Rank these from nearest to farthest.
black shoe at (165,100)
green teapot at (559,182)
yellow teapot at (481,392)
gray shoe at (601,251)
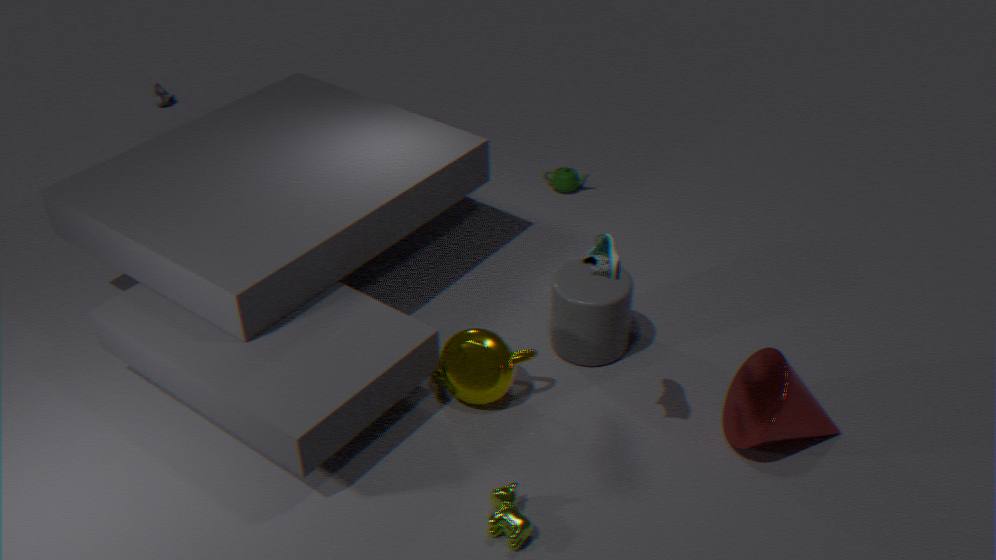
gray shoe at (601,251)
yellow teapot at (481,392)
green teapot at (559,182)
black shoe at (165,100)
